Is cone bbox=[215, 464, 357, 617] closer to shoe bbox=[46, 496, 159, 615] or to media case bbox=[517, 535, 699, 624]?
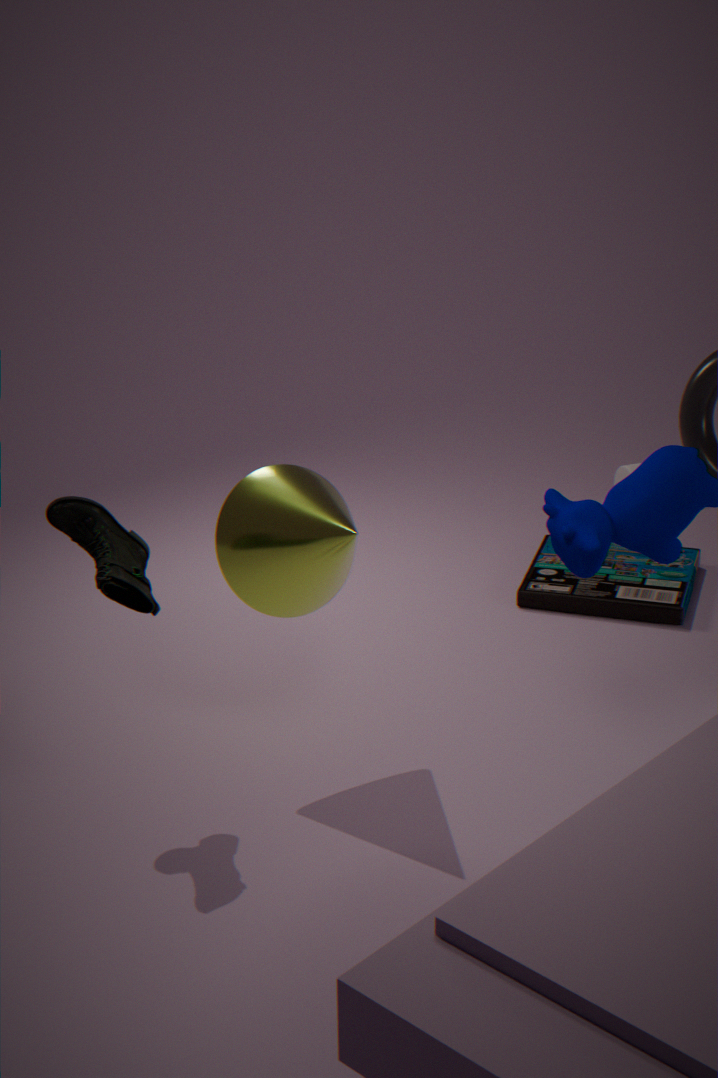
shoe bbox=[46, 496, 159, 615]
